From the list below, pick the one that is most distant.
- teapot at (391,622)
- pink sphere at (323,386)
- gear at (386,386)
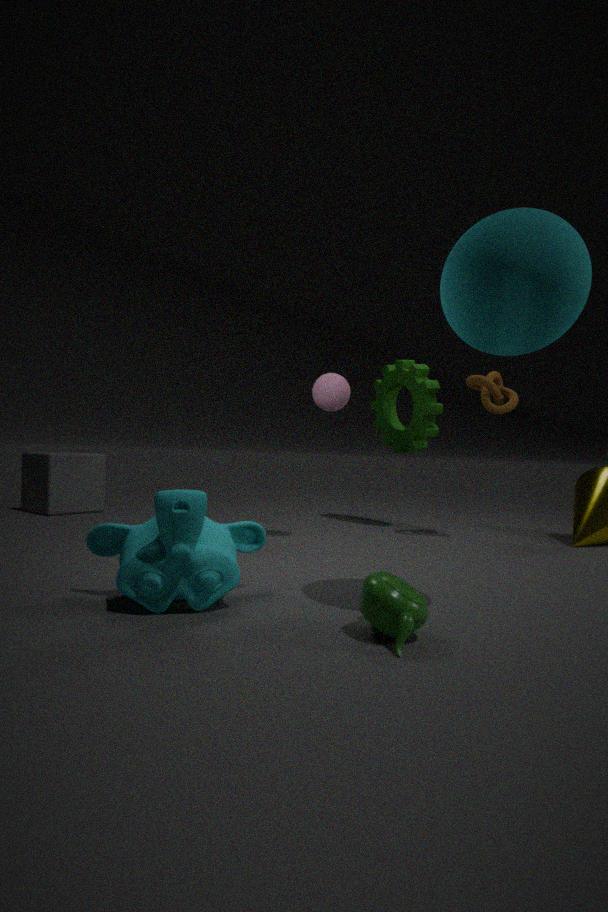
gear at (386,386)
